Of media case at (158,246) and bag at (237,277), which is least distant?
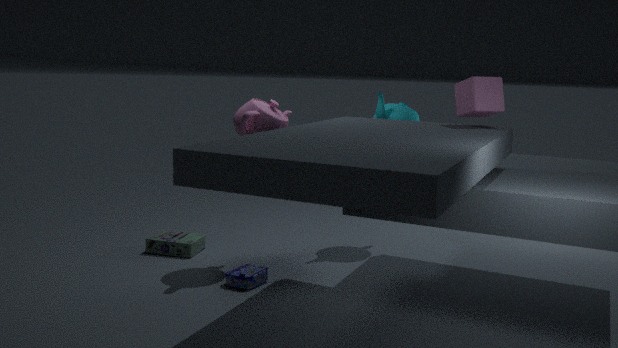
bag at (237,277)
